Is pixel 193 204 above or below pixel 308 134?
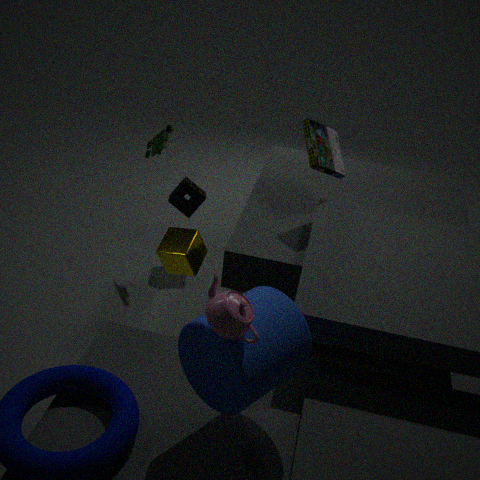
below
